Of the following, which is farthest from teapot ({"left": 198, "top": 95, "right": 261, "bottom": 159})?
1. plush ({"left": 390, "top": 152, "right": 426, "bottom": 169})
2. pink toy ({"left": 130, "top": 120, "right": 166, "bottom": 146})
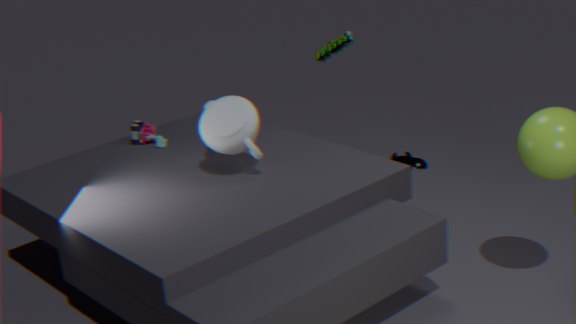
plush ({"left": 390, "top": 152, "right": 426, "bottom": 169})
